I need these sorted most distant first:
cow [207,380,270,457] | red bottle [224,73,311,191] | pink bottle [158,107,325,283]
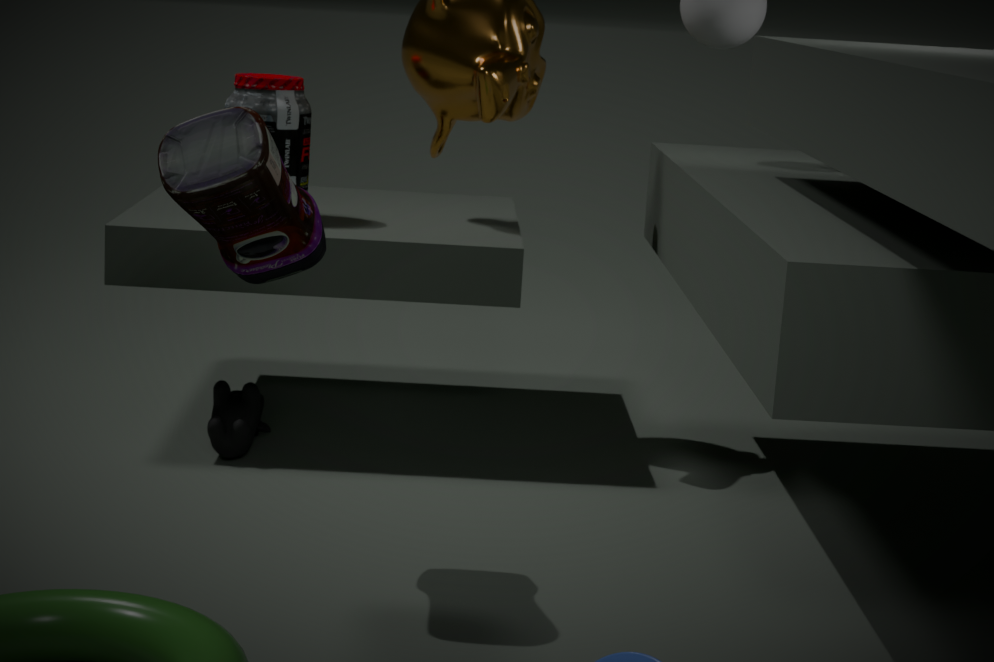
red bottle [224,73,311,191], cow [207,380,270,457], pink bottle [158,107,325,283]
